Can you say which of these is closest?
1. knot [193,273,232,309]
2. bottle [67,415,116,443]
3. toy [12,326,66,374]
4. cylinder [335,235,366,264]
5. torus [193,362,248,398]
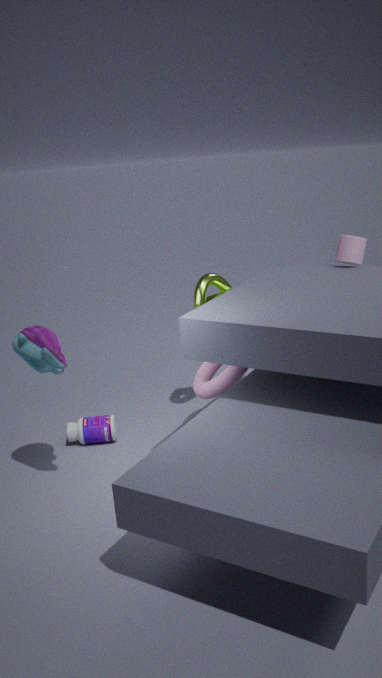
toy [12,326,66,374]
